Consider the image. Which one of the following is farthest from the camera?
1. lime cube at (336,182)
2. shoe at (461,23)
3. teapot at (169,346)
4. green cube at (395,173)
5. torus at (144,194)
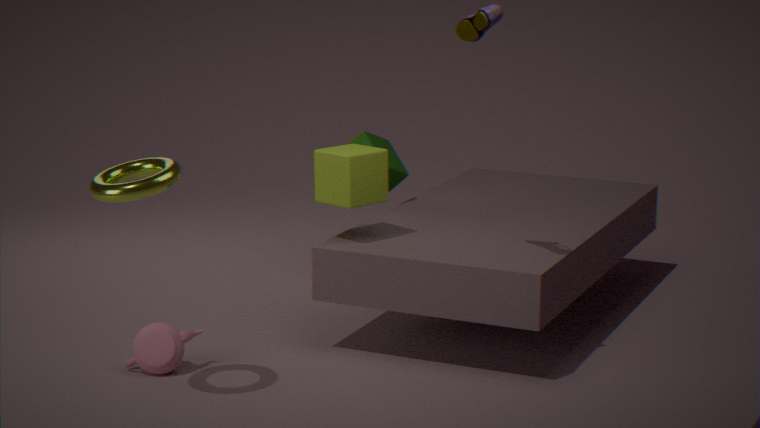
green cube at (395,173)
